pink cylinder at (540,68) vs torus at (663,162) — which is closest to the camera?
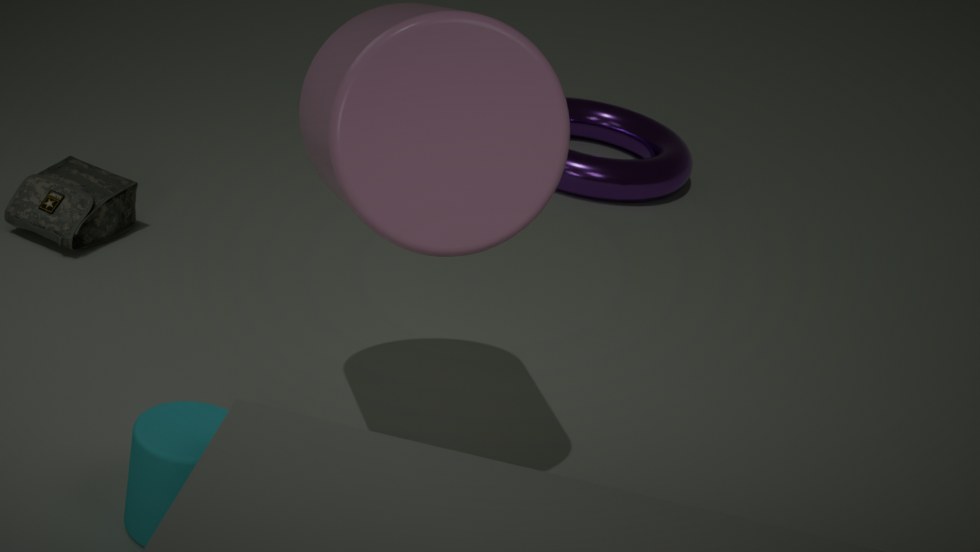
pink cylinder at (540,68)
